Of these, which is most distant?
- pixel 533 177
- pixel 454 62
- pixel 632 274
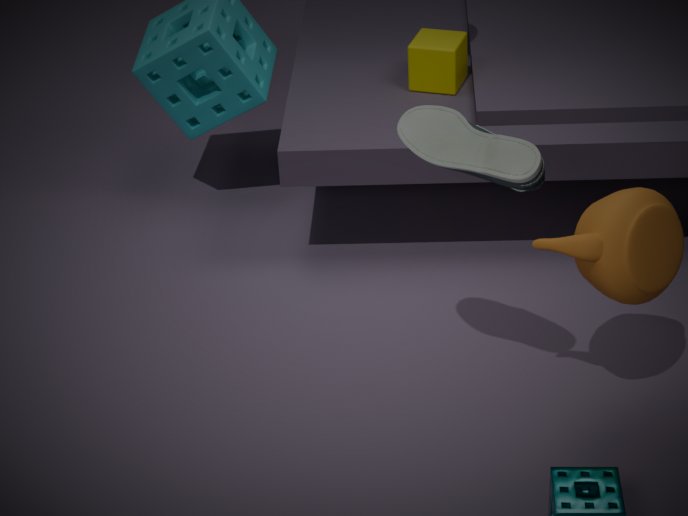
pixel 454 62
